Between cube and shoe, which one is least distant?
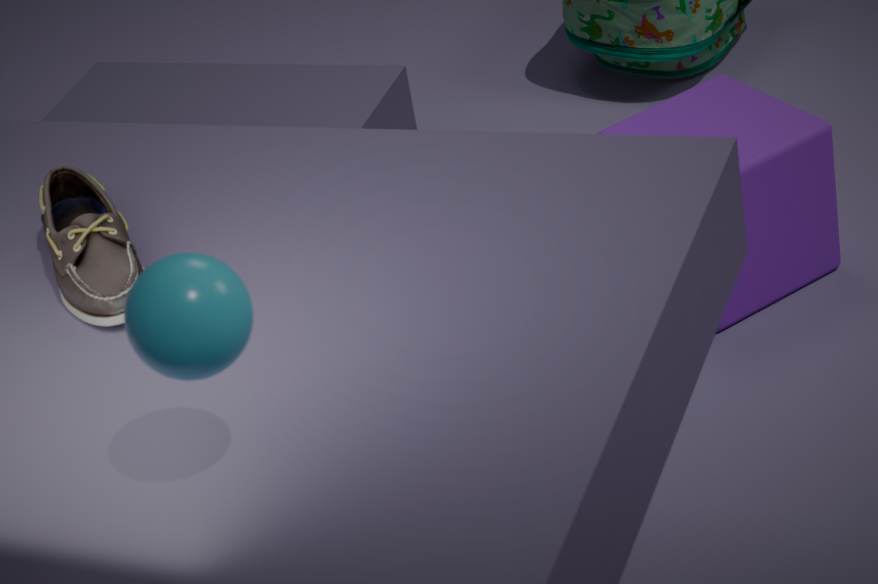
shoe
